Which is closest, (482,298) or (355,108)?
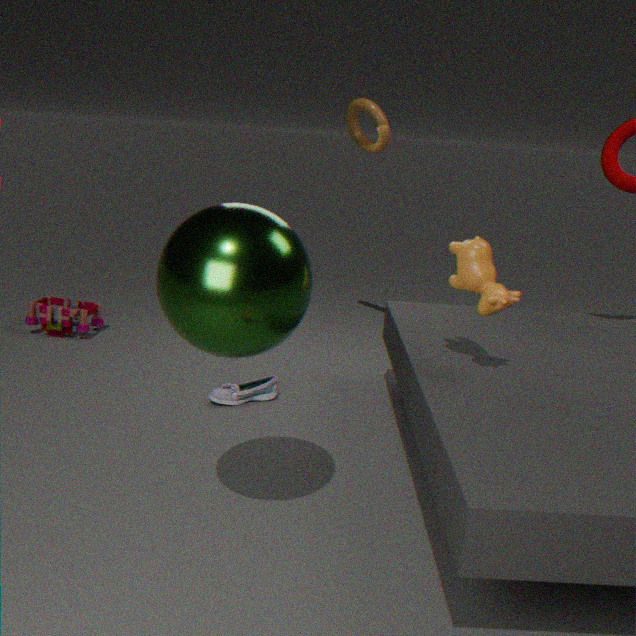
(482,298)
